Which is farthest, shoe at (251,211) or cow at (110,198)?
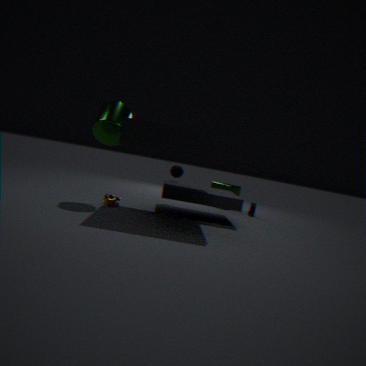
shoe at (251,211)
